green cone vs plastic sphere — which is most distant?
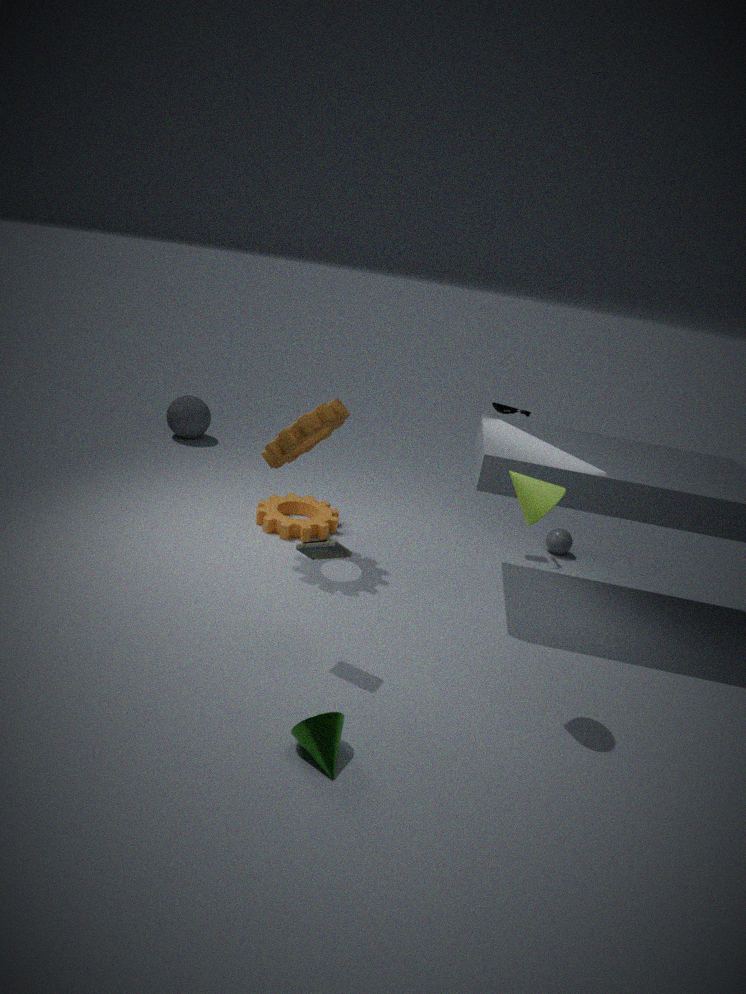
plastic sphere
